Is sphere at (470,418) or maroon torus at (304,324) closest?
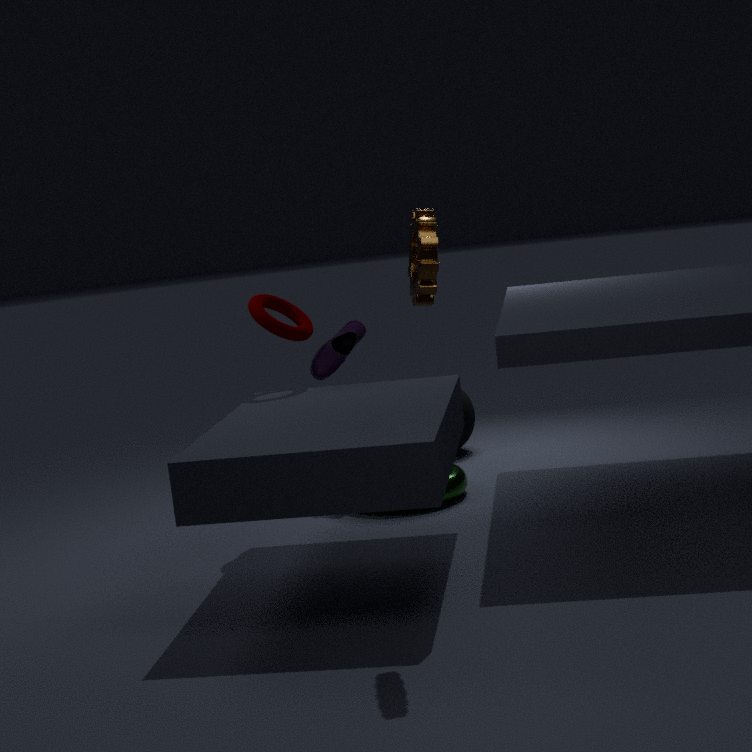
maroon torus at (304,324)
